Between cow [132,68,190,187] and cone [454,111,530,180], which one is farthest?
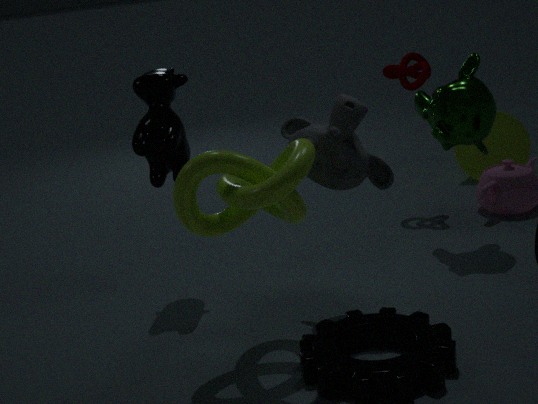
cone [454,111,530,180]
